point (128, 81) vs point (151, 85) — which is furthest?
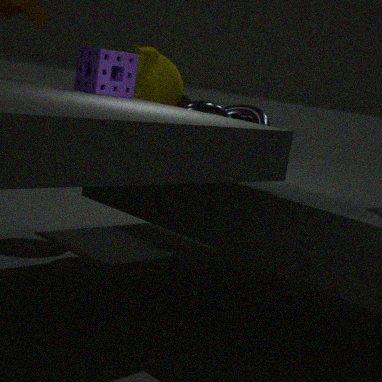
point (151, 85)
